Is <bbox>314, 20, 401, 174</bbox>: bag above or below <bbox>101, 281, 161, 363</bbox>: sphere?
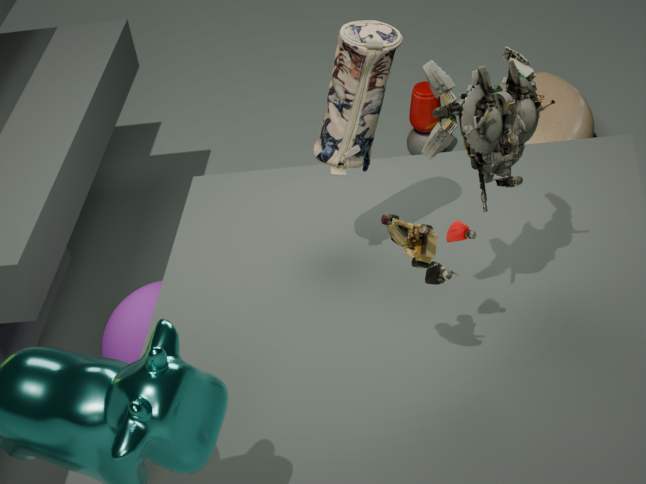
above
